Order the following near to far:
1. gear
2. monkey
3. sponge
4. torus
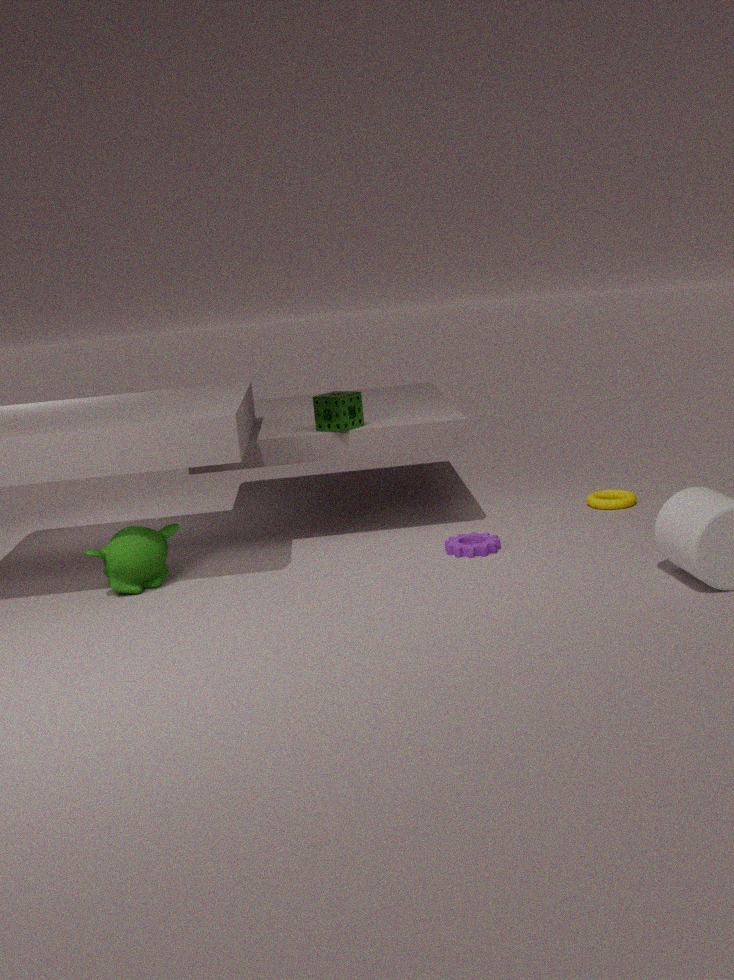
monkey, gear, sponge, torus
